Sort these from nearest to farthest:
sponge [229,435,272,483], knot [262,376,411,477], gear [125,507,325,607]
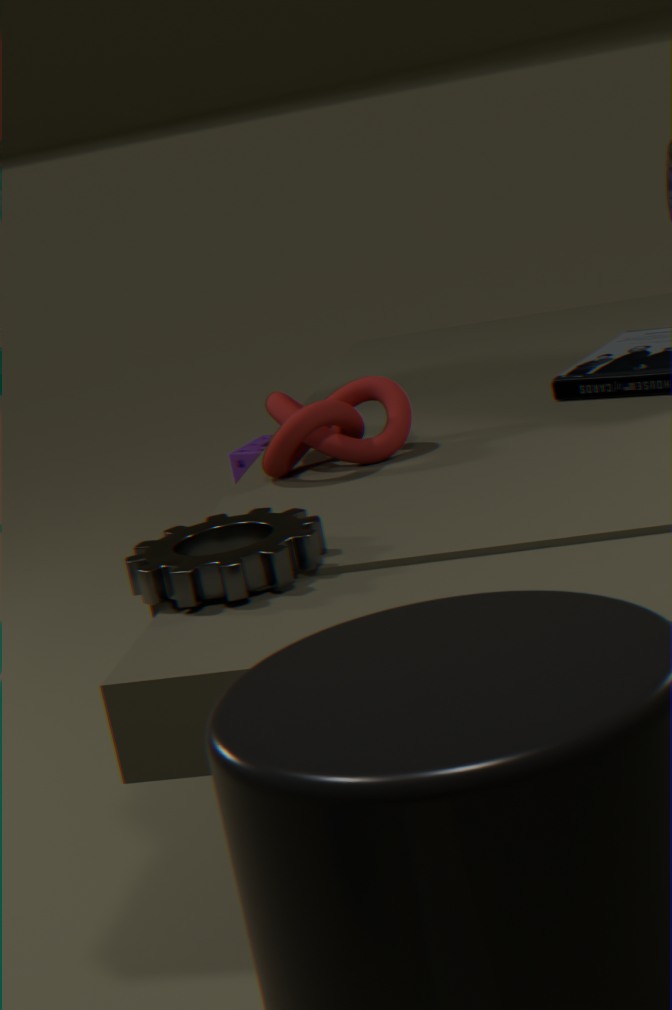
gear [125,507,325,607] < knot [262,376,411,477] < sponge [229,435,272,483]
